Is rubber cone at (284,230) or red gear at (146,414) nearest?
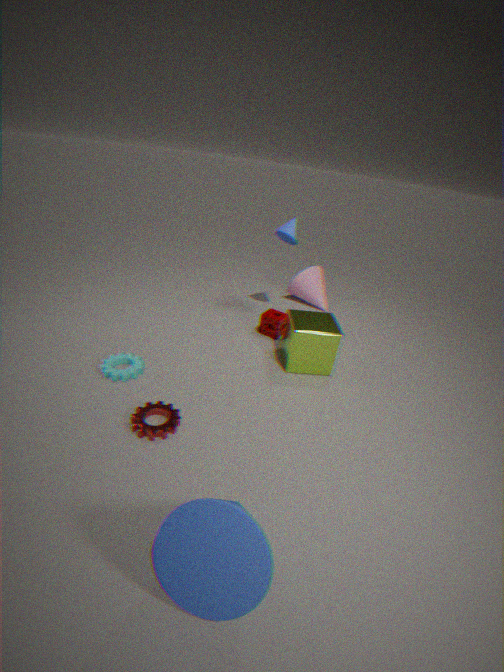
red gear at (146,414)
